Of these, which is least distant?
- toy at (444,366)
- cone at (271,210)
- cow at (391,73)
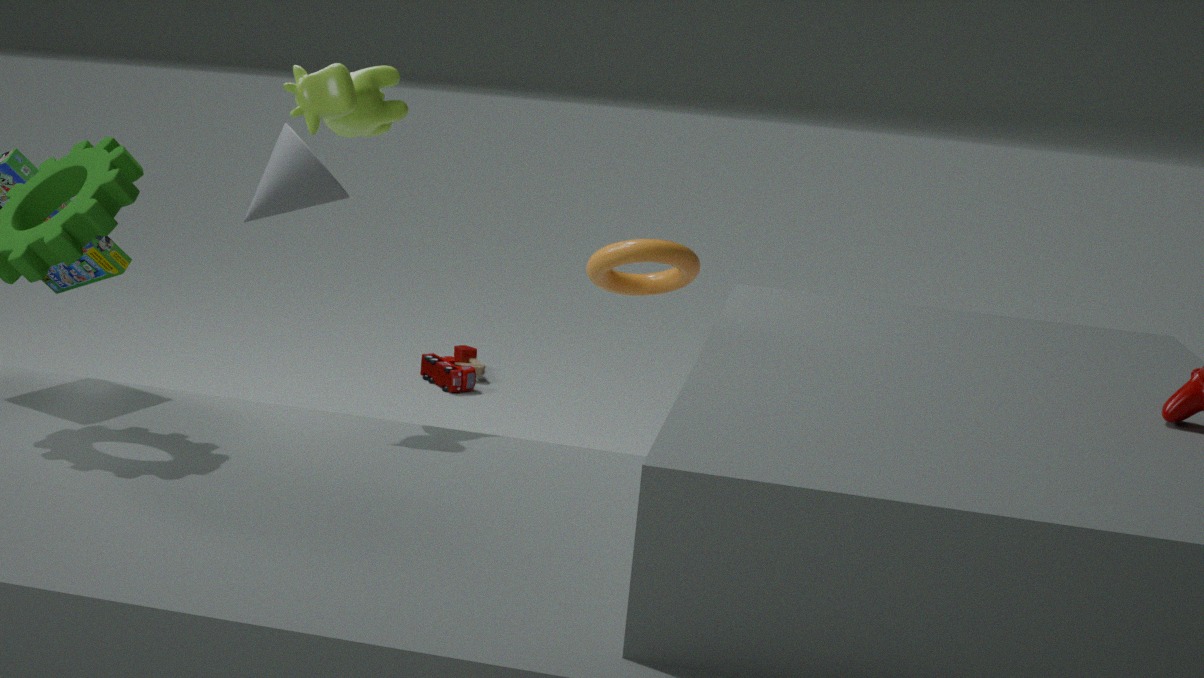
cow at (391,73)
